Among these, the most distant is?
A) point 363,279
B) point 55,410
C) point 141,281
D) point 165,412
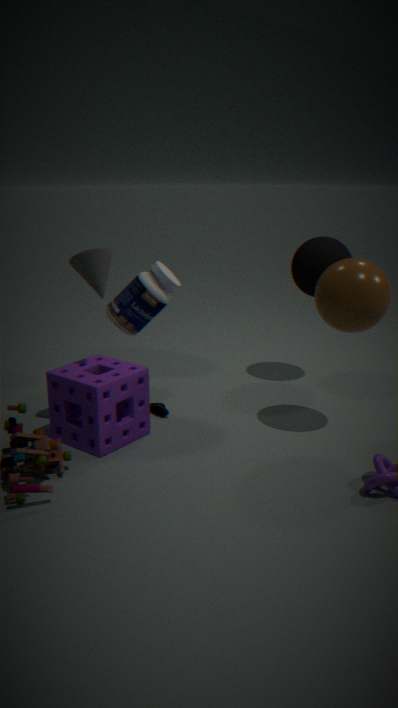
point 141,281
